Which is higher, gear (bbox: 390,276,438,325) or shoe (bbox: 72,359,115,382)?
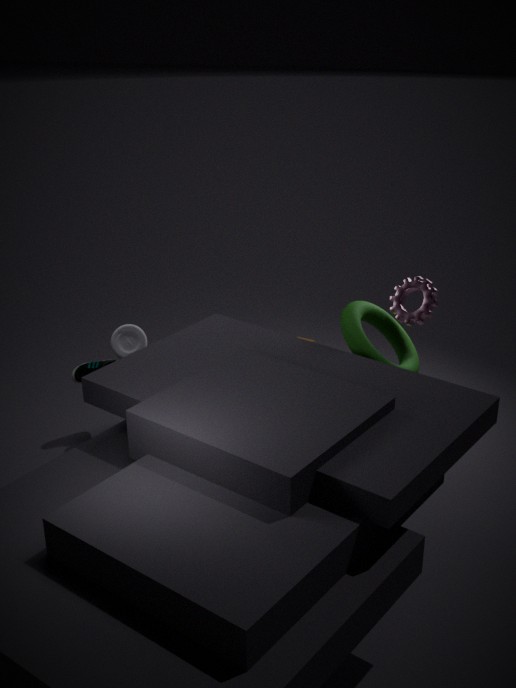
gear (bbox: 390,276,438,325)
